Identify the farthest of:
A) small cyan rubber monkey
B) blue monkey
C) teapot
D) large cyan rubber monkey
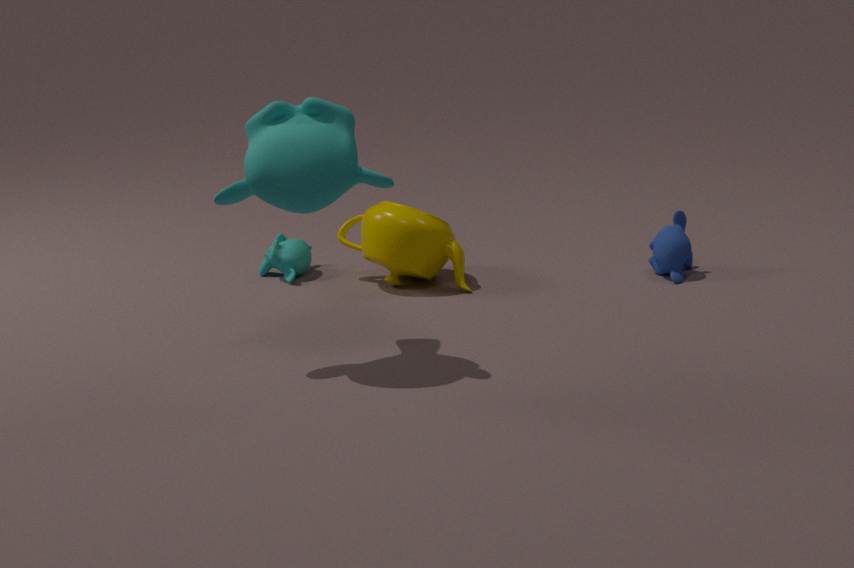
small cyan rubber monkey
